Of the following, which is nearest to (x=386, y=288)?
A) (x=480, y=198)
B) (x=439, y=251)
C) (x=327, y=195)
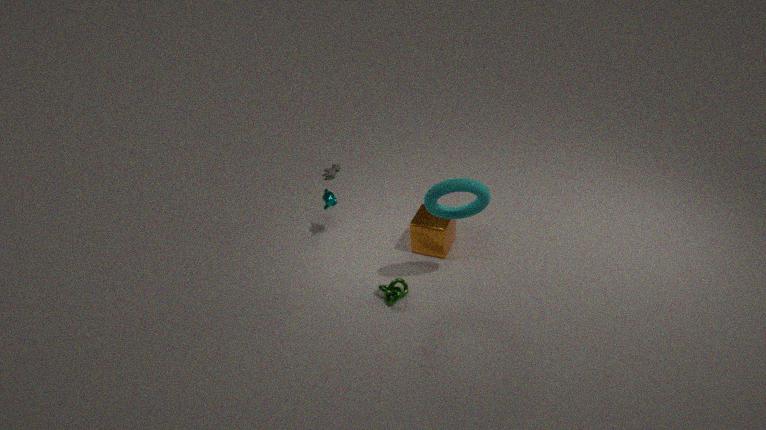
(x=439, y=251)
